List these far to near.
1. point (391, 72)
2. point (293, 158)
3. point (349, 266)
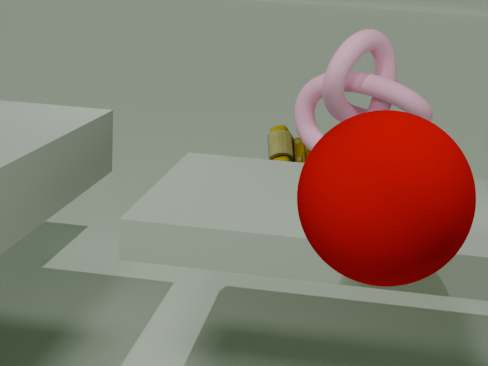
point (293, 158) < point (391, 72) < point (349, 266)
